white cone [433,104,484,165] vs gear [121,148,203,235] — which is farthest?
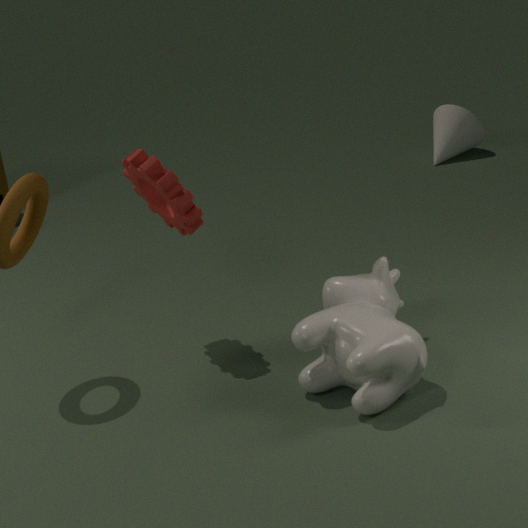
white cone [433,104,484,165]
